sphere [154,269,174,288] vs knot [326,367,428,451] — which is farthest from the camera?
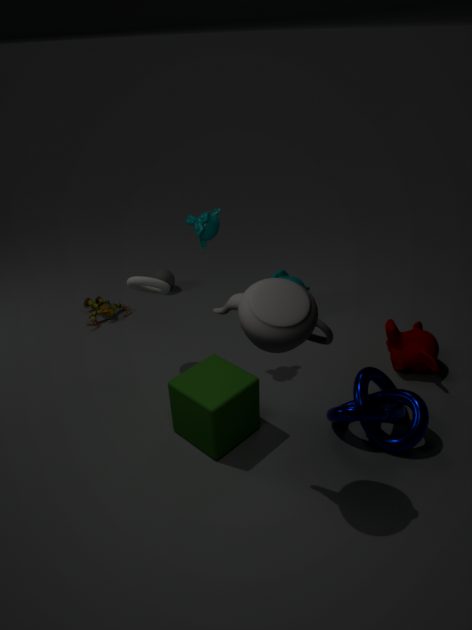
sphere [154,269,174,288]
